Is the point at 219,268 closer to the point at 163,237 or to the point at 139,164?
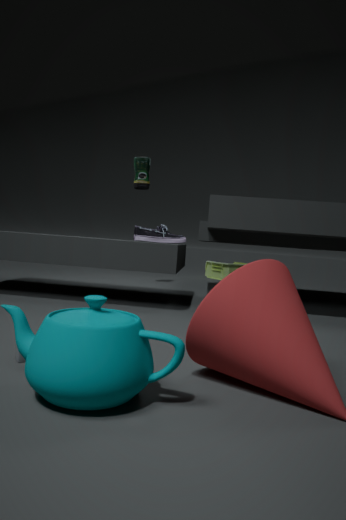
the point at 139,164
